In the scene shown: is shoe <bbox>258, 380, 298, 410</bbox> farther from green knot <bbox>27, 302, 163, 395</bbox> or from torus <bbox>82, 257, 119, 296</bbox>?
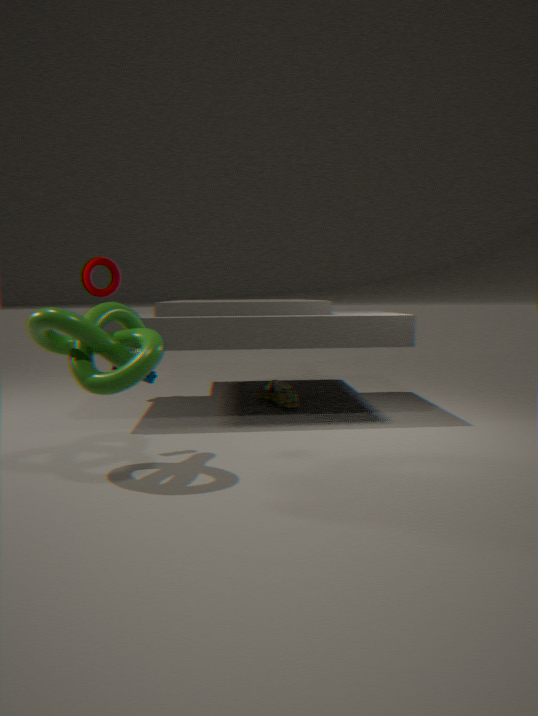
torus <bbox>82, 257, 119, 296</bbox>
